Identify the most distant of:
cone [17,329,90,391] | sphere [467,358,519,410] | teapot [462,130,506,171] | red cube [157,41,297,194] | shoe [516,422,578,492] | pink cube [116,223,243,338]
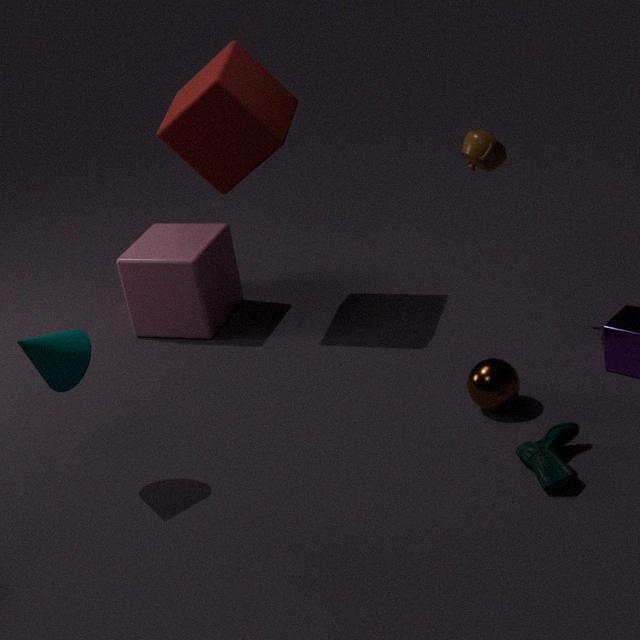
pink cube [116,223,243,338]
